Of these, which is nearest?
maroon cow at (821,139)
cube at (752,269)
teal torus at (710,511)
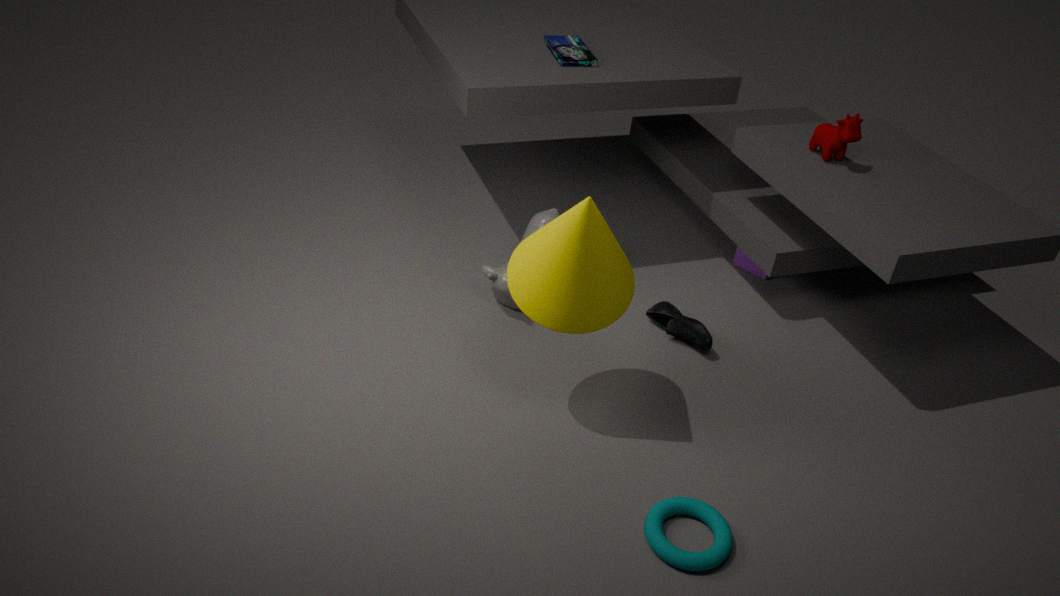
teal torus at (710,511)
